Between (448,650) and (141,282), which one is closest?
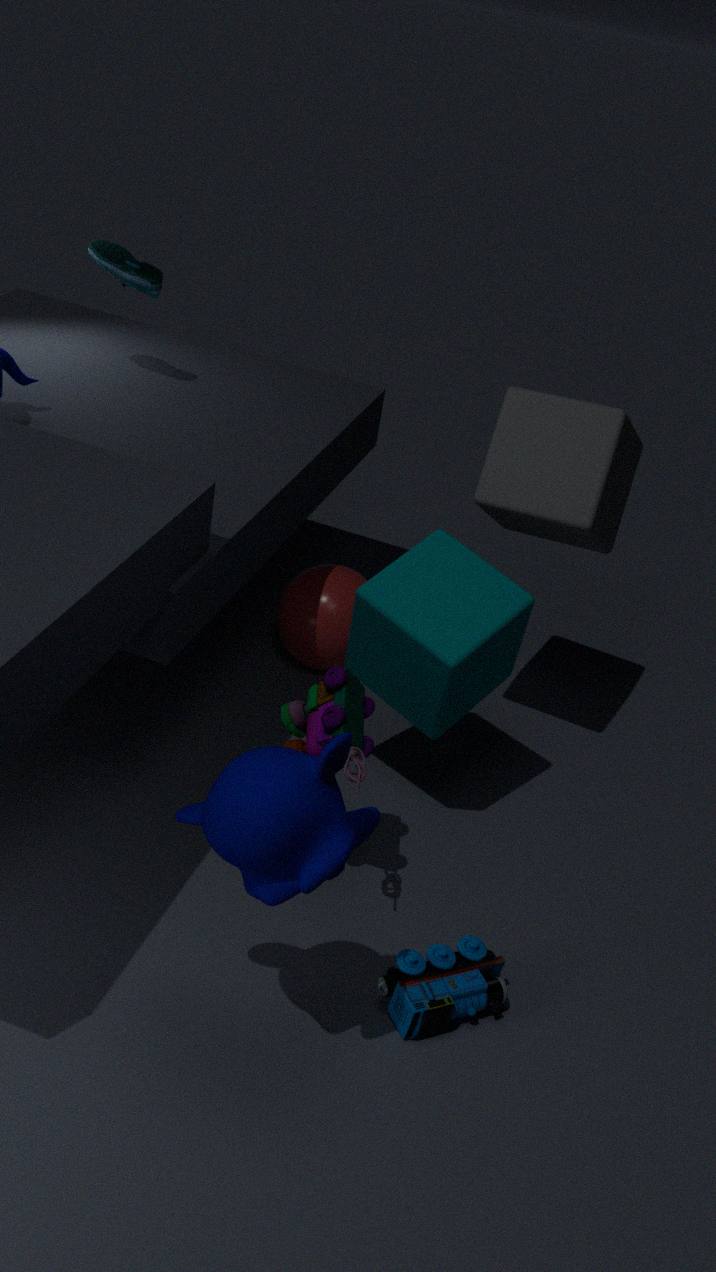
(448,650)
